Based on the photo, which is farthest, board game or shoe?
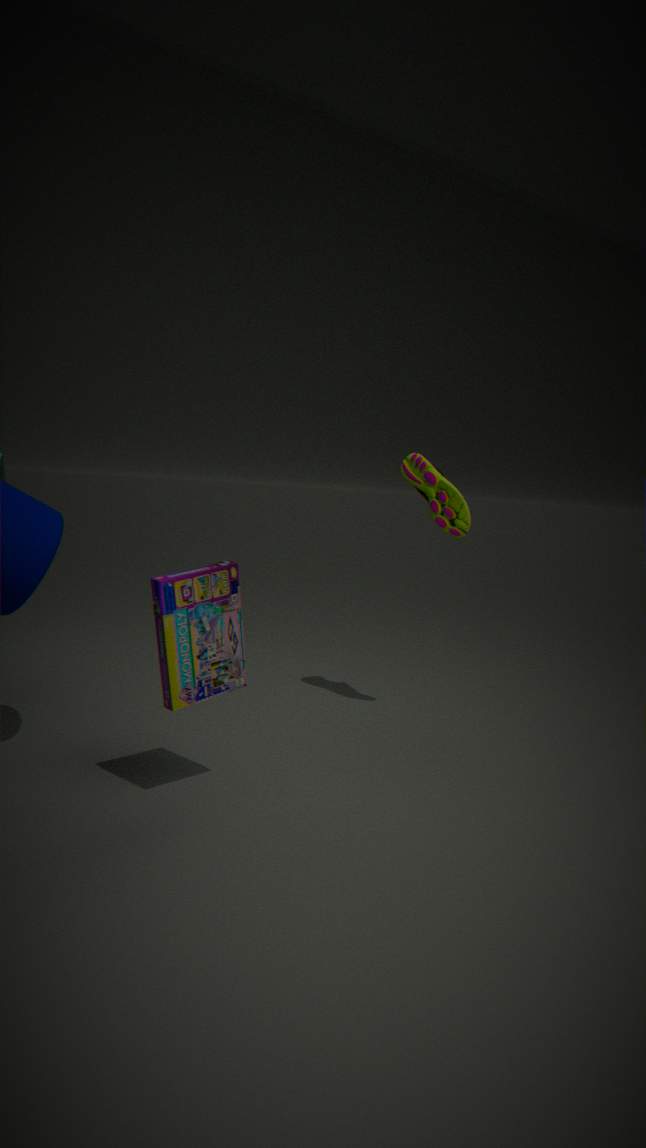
shoe
